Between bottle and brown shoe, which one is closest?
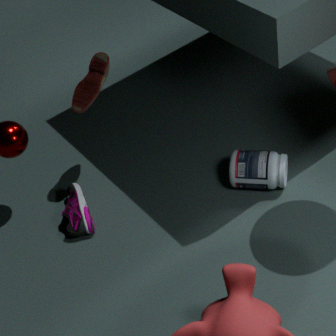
bottle
